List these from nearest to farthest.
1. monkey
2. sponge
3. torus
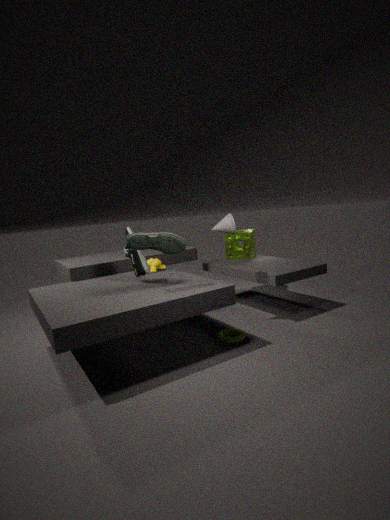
torus, monkey, sponge
